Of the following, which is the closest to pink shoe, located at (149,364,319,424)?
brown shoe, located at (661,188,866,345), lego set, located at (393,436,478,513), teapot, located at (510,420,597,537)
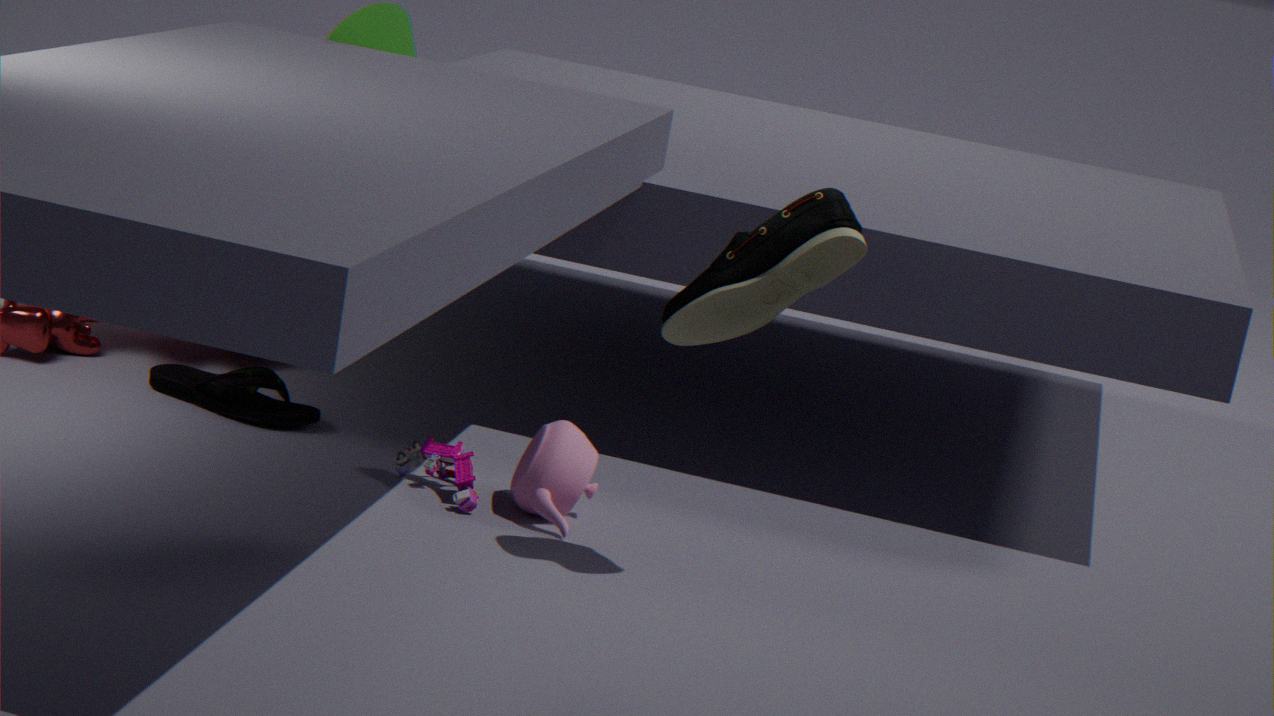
lego set, located at (393,436,478,513)
